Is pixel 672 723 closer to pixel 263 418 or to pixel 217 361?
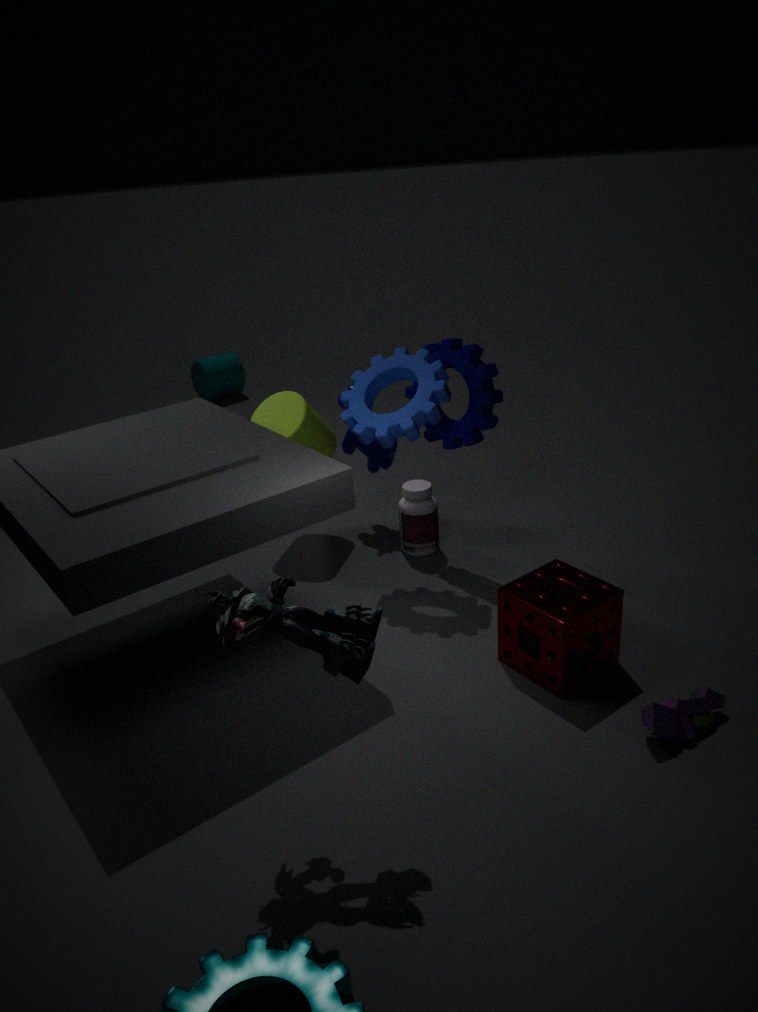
pixel 263 418
